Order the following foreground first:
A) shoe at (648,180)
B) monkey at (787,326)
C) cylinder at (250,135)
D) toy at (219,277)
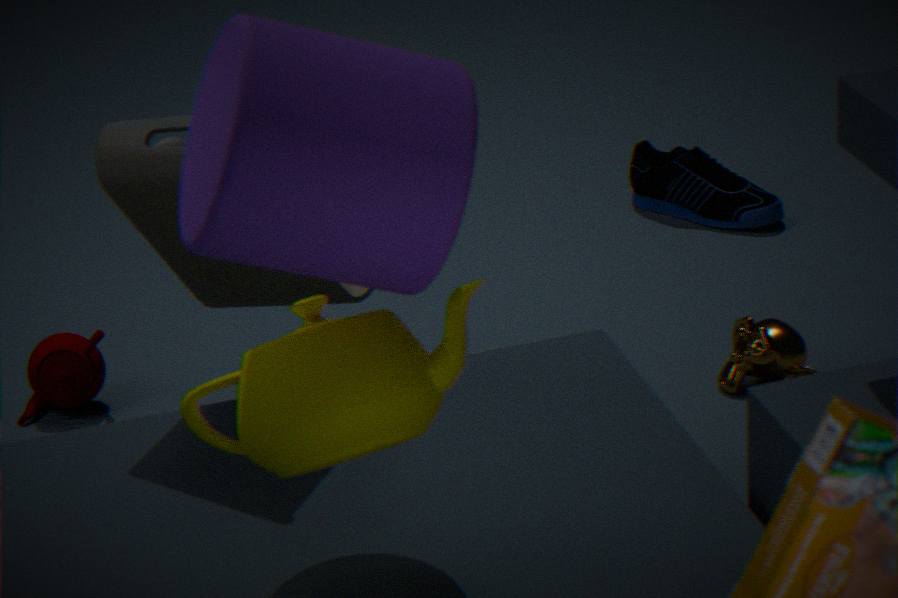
cylinder at (250,135)
toy at (219,277)
monkey at (787,326)
shoe at (648,180)
